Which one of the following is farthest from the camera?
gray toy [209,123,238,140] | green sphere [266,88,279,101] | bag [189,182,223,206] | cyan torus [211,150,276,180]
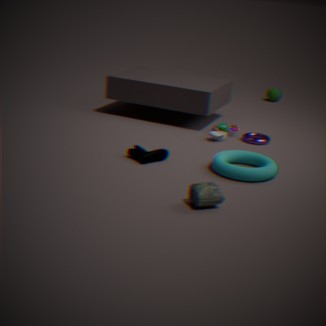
green sphere [266,88,279,101]
